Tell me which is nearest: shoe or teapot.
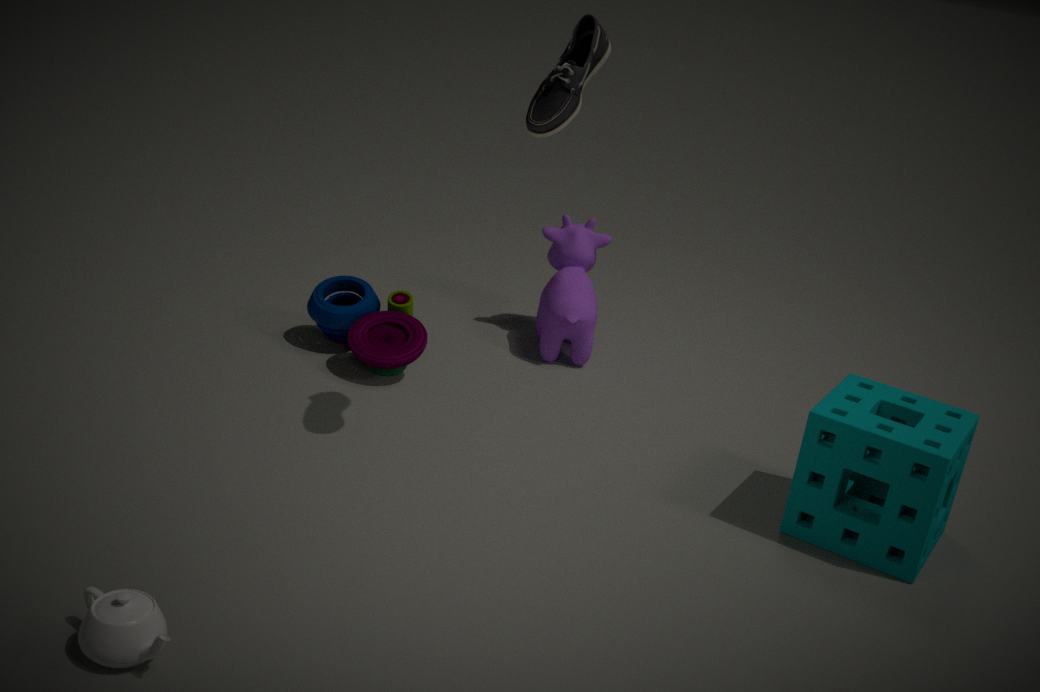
teapot
